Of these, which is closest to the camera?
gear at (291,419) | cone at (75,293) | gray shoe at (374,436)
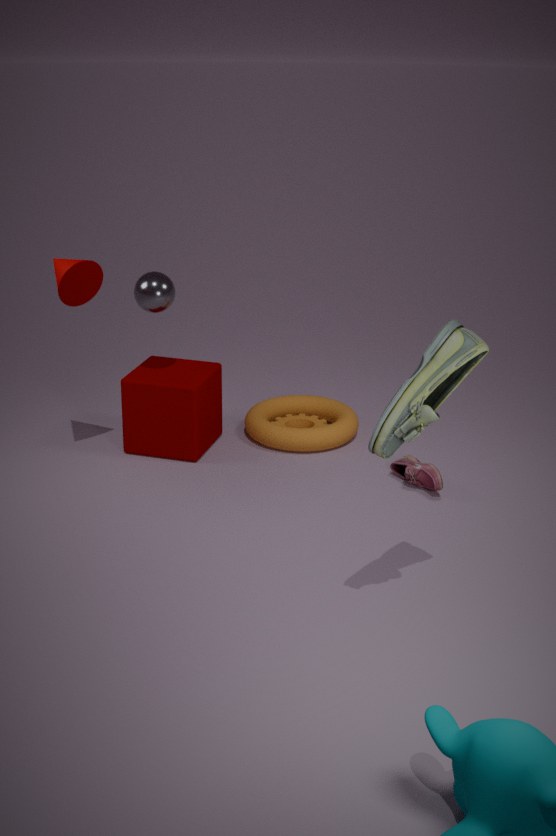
gray shoe at (374,436)
